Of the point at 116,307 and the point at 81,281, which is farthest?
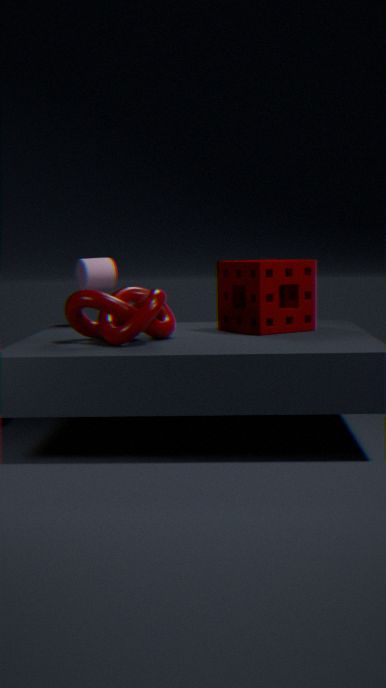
the point at 81,281
